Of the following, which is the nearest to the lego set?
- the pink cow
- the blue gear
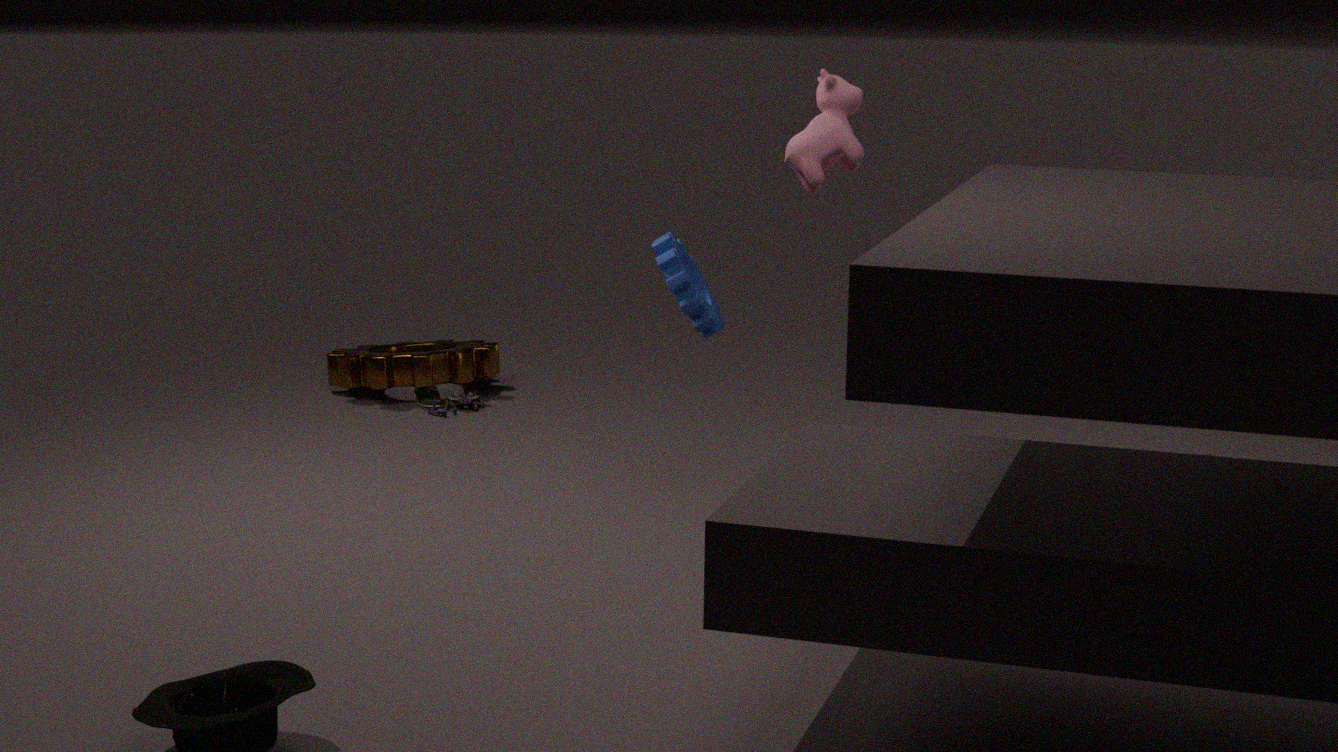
the blue gear
